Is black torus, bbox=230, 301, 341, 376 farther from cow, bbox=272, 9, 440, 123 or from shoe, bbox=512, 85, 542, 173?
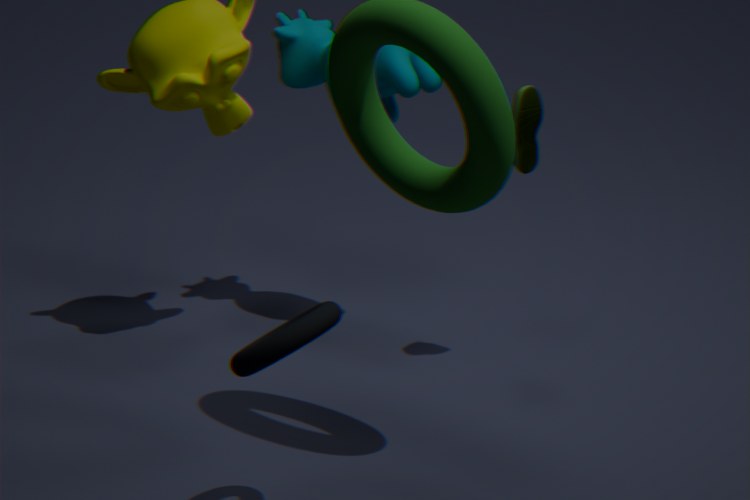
cow, bbox=272, 9, 440, 123
